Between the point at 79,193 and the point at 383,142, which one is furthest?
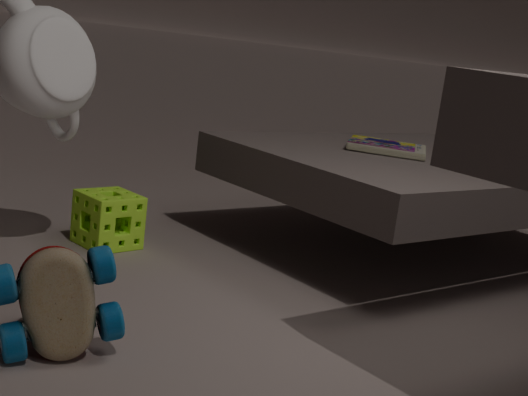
the point at 383,142
